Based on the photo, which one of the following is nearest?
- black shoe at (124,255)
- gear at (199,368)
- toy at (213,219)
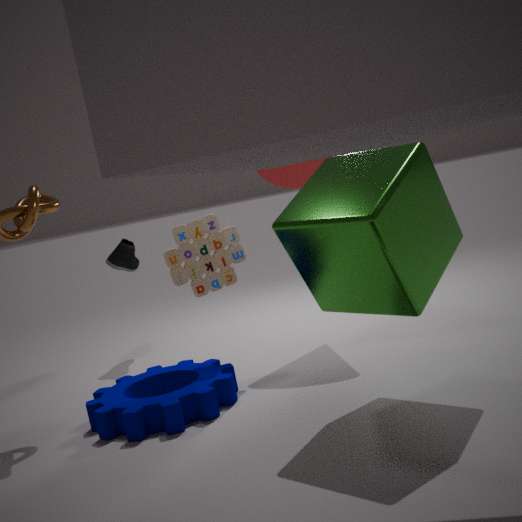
gear at (199,368)
